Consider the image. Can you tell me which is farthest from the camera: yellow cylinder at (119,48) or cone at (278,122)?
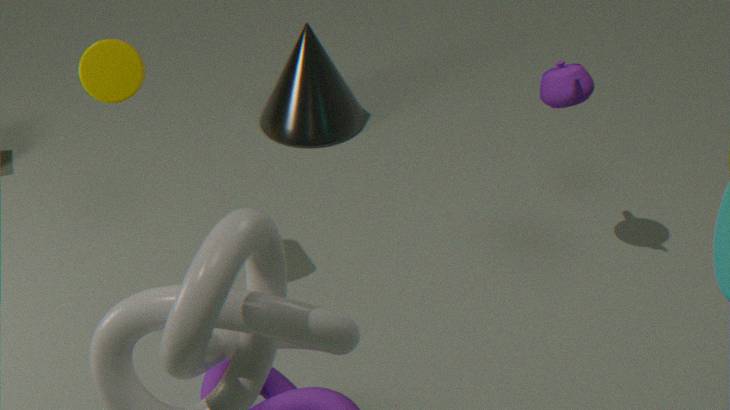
cone at (278,122)
